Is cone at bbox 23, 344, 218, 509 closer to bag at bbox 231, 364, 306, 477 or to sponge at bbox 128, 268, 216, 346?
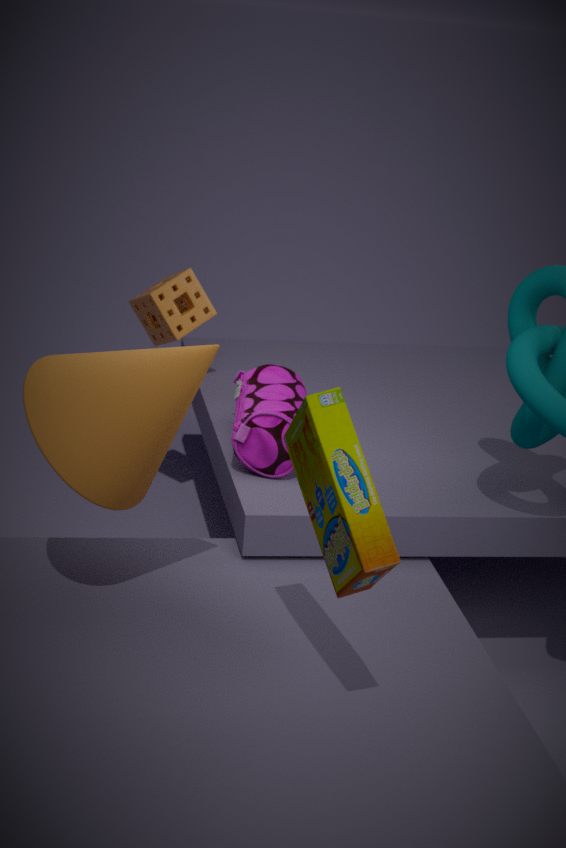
bag at bbox 231, 364, 306, 477
